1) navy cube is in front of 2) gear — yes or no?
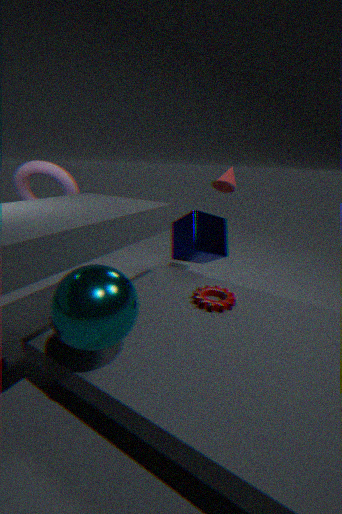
No
